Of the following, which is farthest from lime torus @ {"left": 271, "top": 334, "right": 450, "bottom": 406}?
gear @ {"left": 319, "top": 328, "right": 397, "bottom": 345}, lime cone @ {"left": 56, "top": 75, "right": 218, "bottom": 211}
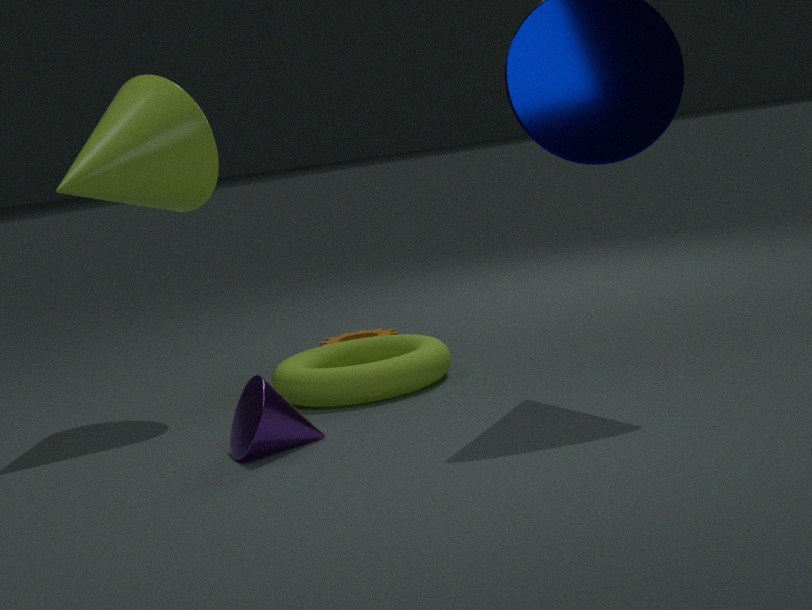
lime cone @ {"left": 56, "top": 75, "right": 218, "bottom": 211}
